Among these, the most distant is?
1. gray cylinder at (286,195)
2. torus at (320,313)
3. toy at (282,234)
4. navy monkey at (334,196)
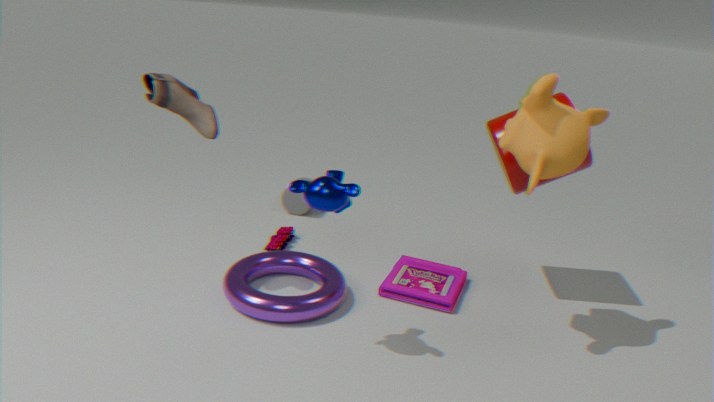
gray cylinder at (286,195)
